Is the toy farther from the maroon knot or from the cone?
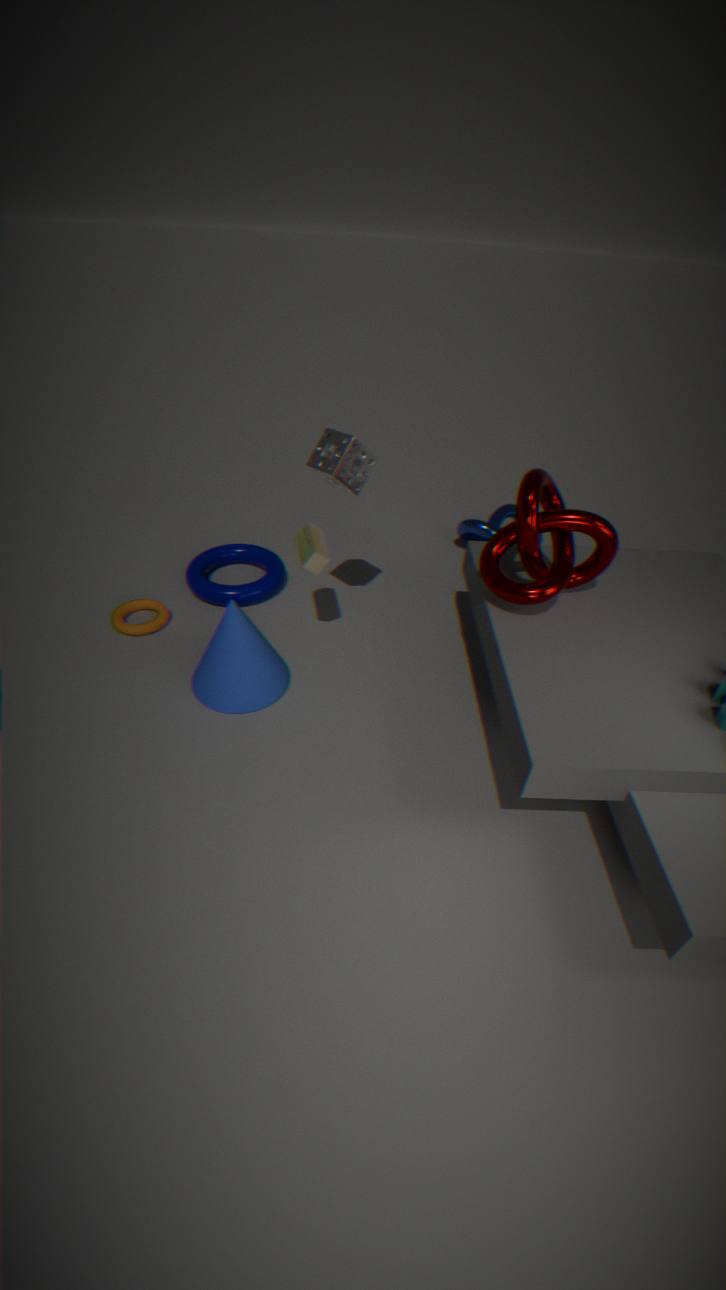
the maroon knot
